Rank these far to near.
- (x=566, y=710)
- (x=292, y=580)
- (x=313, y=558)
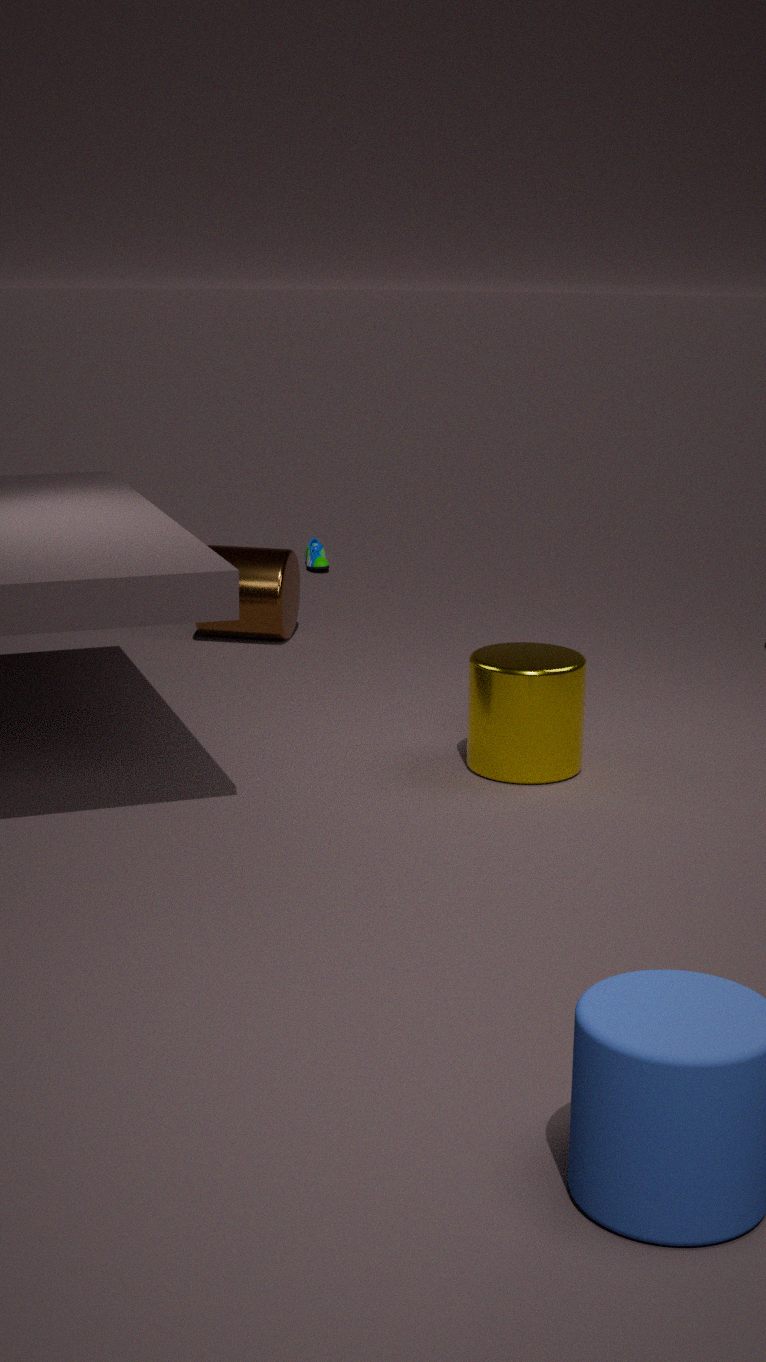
1. (x=313, y=558)
2. (x=292, y=580)
3. (x=566, y=710)
